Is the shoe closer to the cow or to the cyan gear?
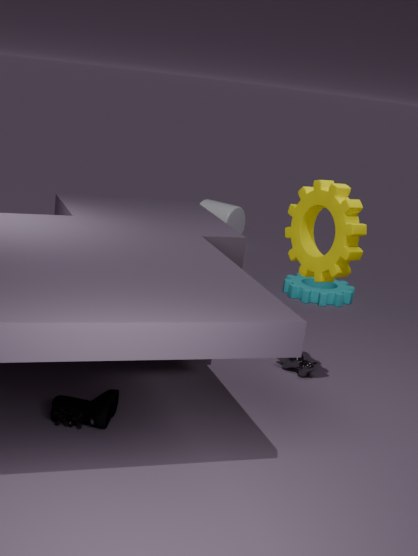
the cow
